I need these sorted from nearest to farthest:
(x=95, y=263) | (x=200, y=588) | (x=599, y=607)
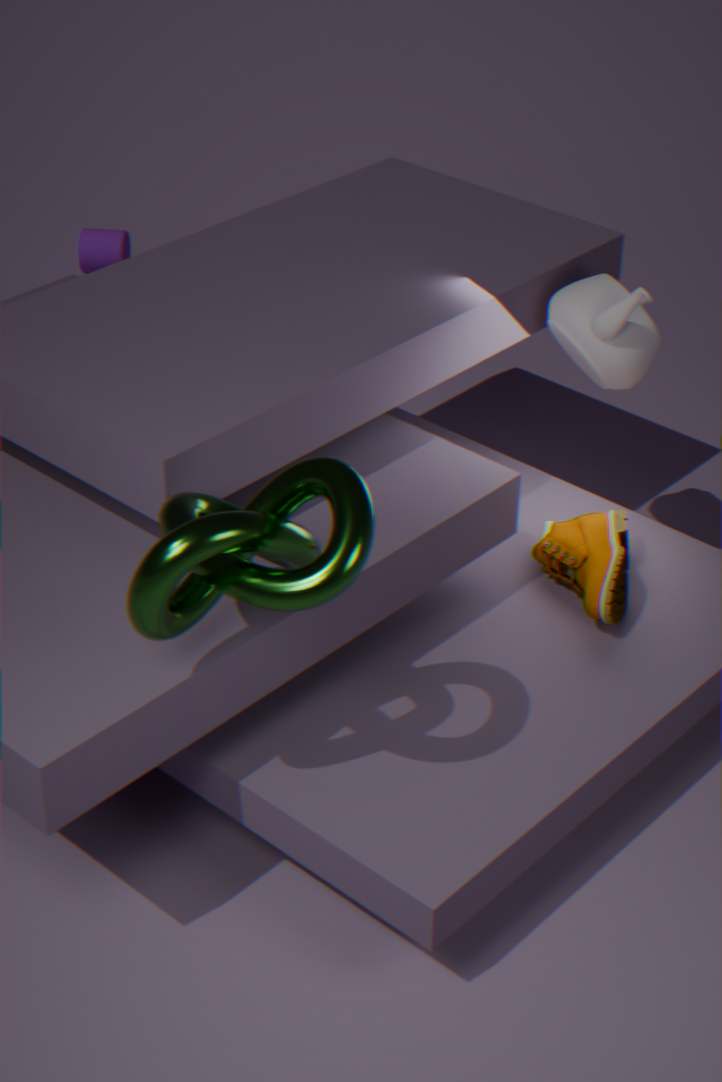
(x=200, y=588) < (x=599, y=607) < (x=95, y=263)
